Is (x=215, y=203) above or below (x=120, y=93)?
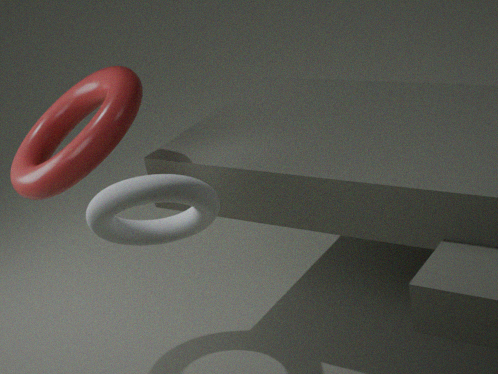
above
